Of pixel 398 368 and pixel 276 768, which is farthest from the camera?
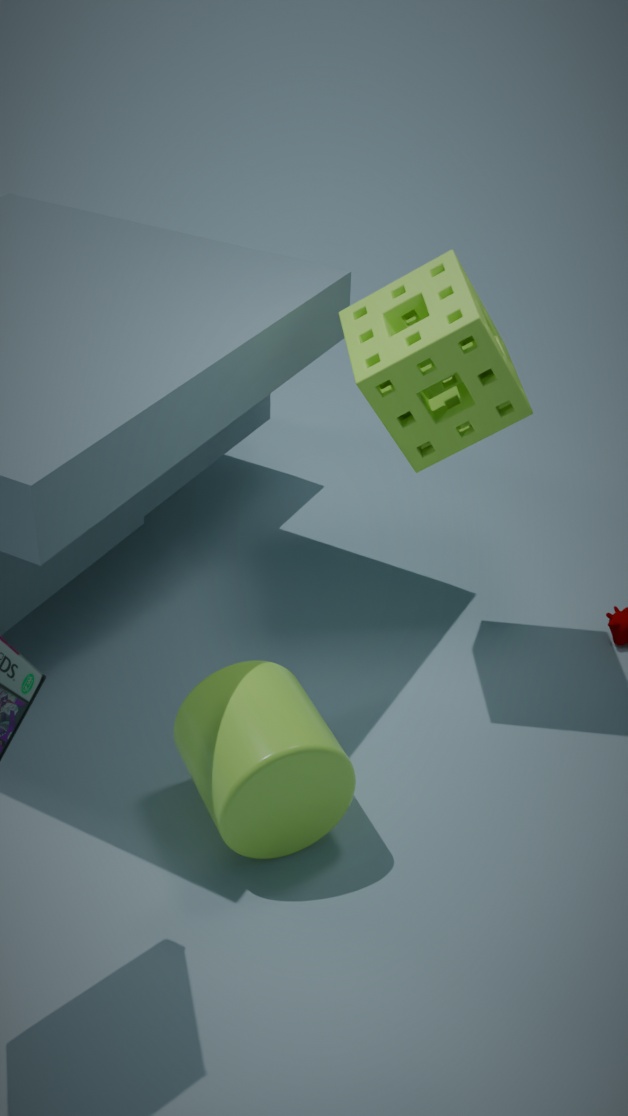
pixel 398 368
